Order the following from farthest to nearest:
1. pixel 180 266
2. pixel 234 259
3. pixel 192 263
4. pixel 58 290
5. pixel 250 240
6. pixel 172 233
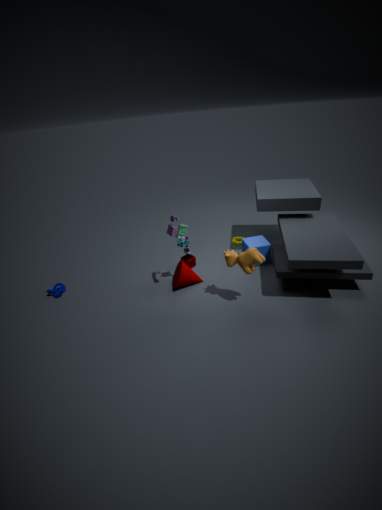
pixel 192 263 < pixel 250 240 < pixel 58 290 < pixel 180 266 < pixel 172 233 < pixel 234 259
